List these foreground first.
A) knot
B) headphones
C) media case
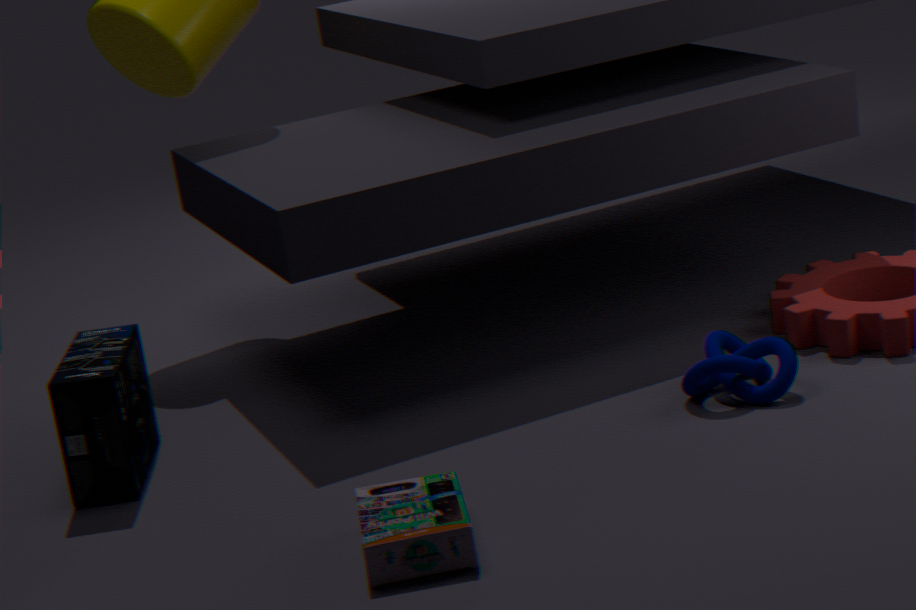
media case → headphones → knot
